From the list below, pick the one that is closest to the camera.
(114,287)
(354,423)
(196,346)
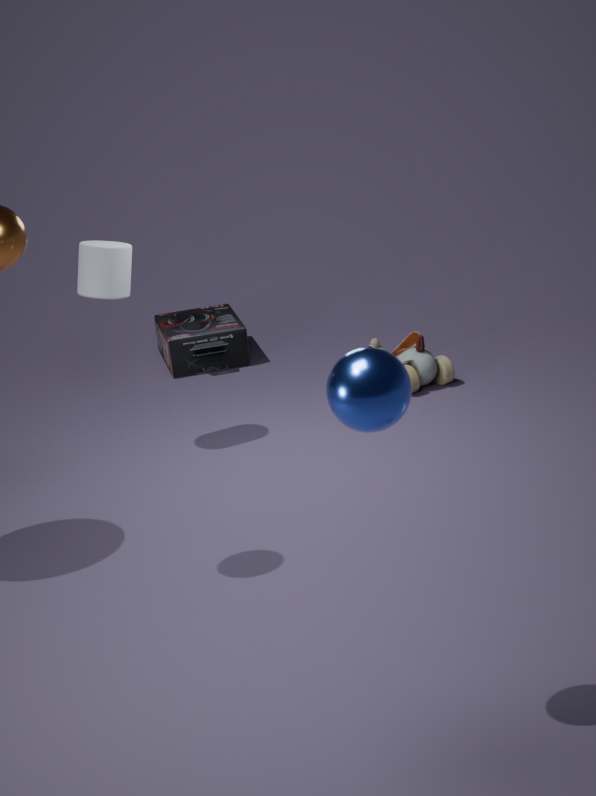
(354,423)
